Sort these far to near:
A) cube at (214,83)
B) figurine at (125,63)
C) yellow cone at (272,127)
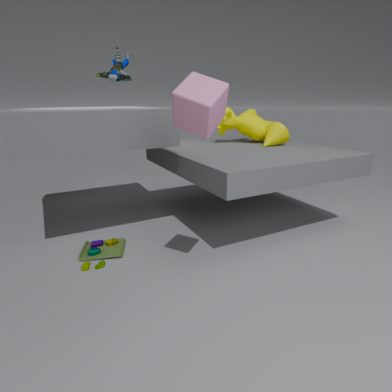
yellow cone at (272,127) < figurine at (125,63) < cube at (214,83)
